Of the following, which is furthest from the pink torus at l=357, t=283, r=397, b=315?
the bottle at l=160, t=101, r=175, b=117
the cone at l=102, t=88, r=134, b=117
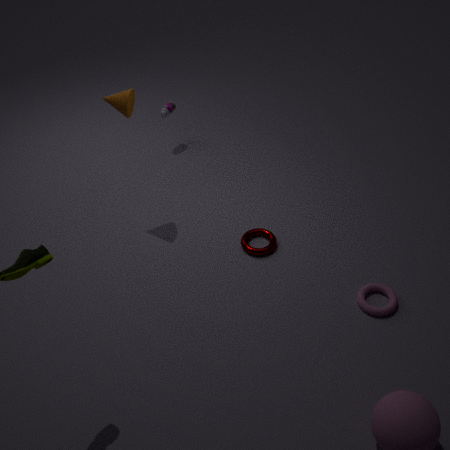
the bottle at l=160, t=101, r=175, b=117
